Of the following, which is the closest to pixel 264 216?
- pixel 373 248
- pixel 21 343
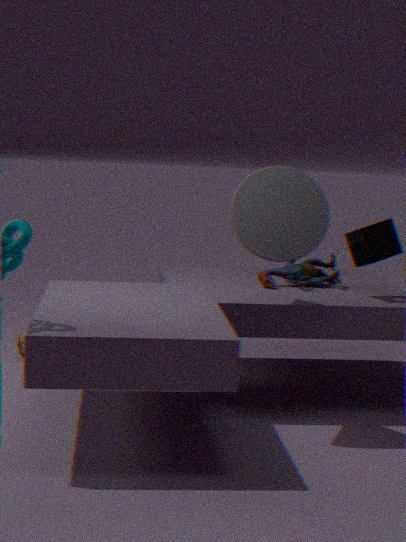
pixel 373 248
